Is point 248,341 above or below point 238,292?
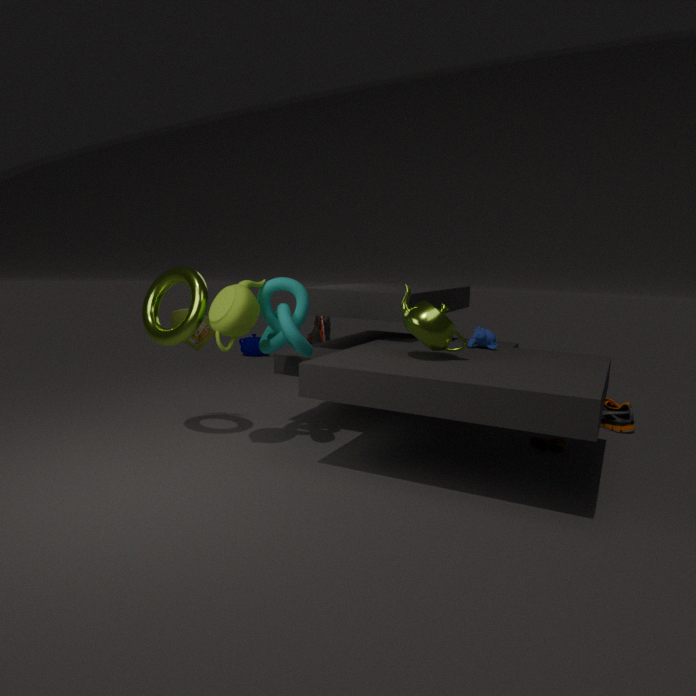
below
